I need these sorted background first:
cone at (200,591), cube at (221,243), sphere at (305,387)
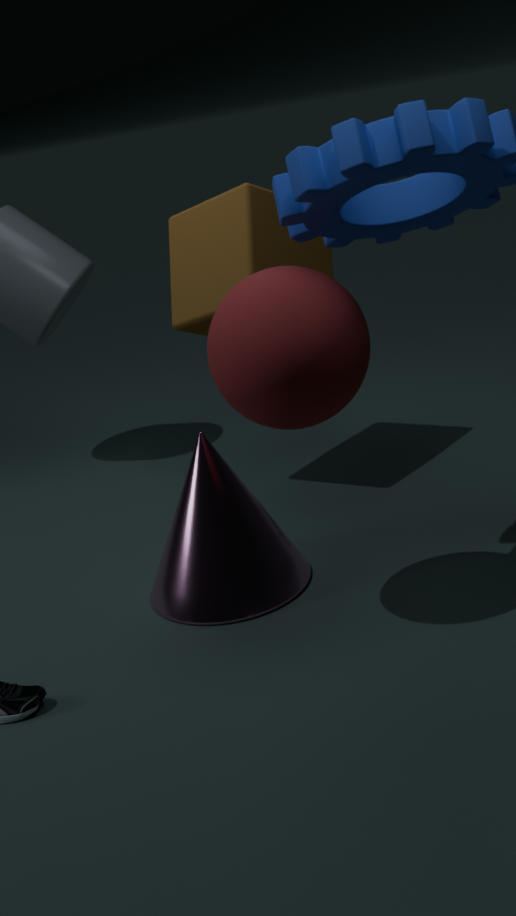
cube at (221,243) → cone at (200,591) → sphere at (305,387)
